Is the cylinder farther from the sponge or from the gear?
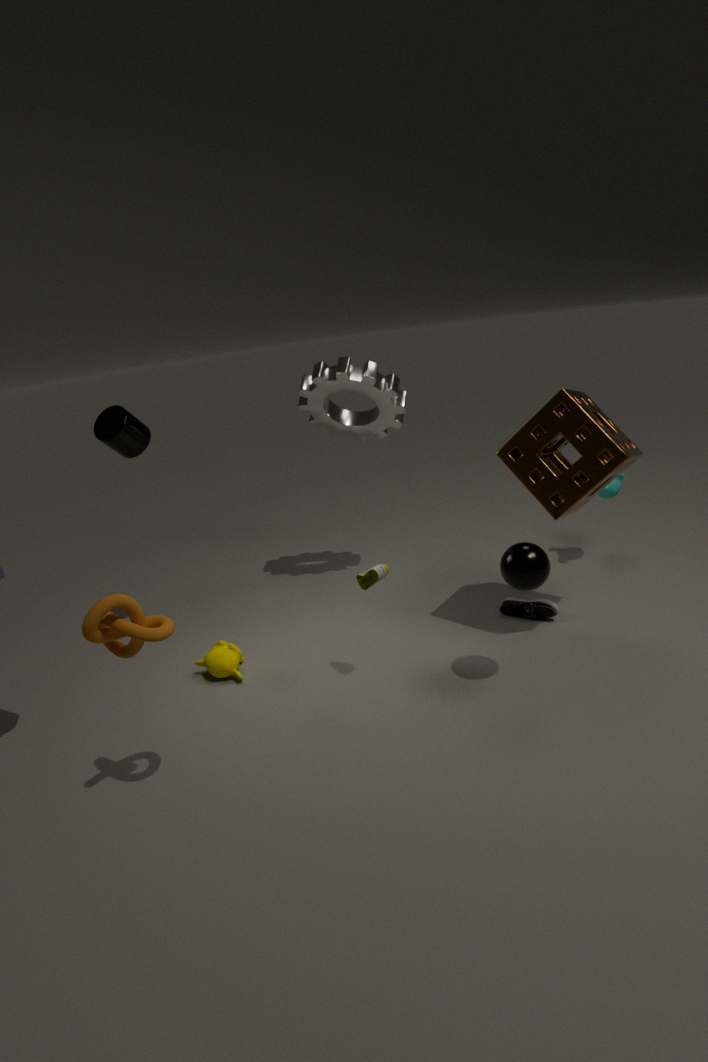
the sponge
